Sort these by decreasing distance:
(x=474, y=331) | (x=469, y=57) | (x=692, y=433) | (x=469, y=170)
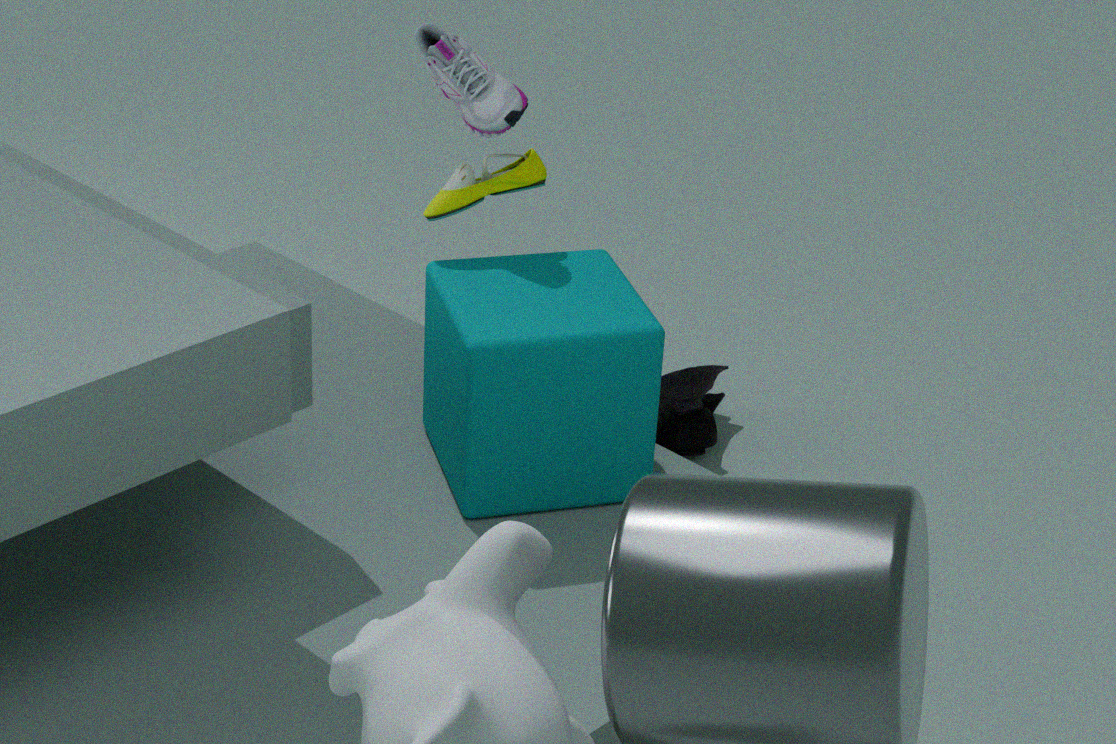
(x=692, y=433) → (x=469, y=57) → (x=469, y=170) → (x=474, y=331)
